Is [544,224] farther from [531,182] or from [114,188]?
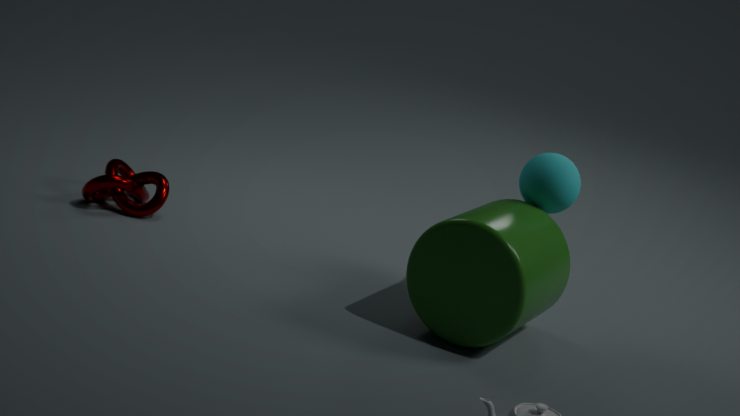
[114,188]
